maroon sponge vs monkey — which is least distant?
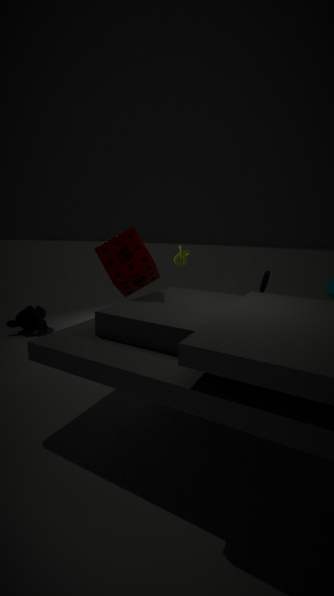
maroon sponge
